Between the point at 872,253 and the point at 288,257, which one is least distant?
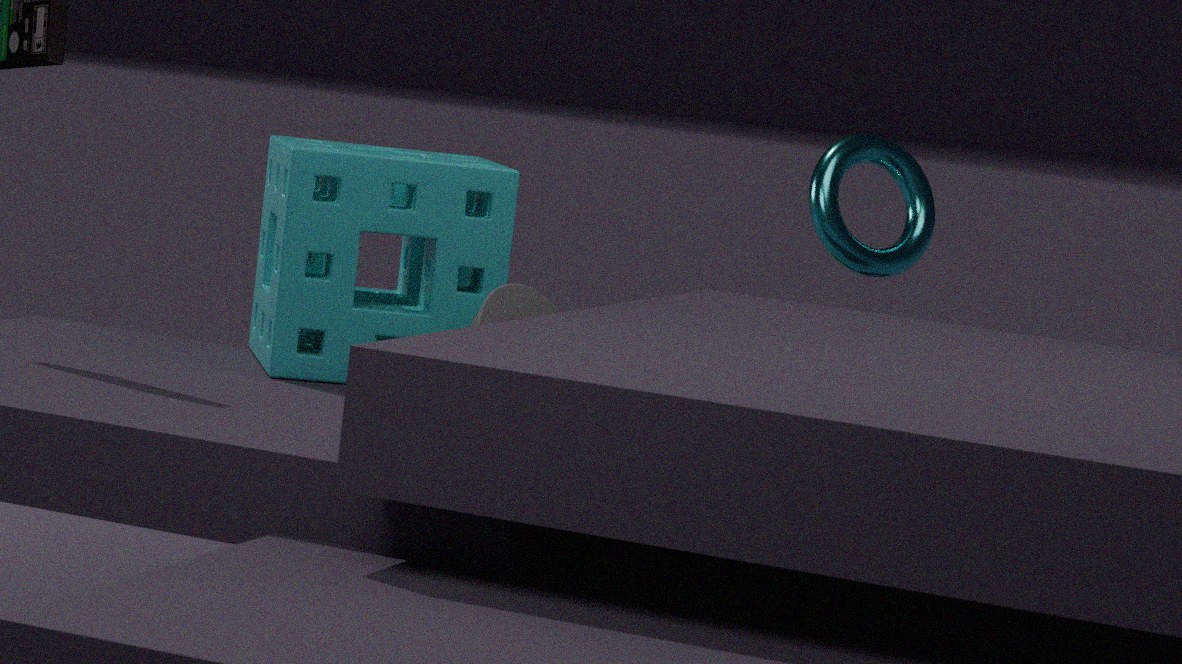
the point at 288,257
